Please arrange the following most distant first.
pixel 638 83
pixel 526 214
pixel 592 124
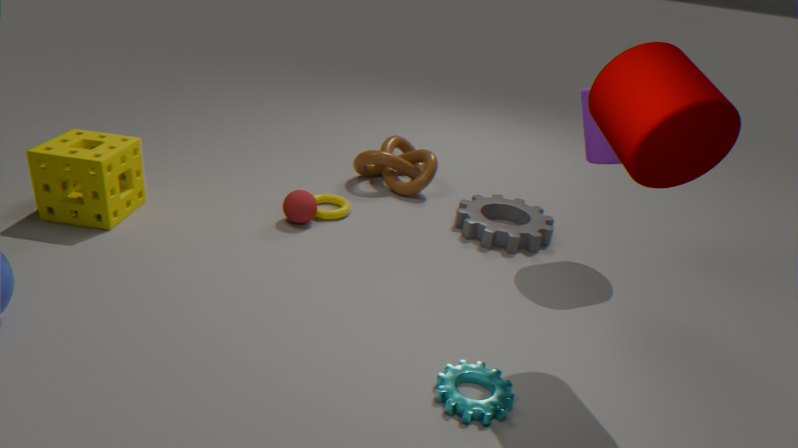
1. pixel 526 214
2. pixel 592 124
3. pixel 638 83
